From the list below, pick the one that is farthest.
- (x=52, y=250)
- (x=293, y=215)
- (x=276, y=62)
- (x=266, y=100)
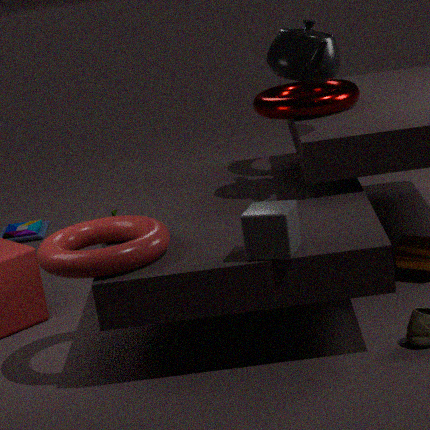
(x=266, y=100)
